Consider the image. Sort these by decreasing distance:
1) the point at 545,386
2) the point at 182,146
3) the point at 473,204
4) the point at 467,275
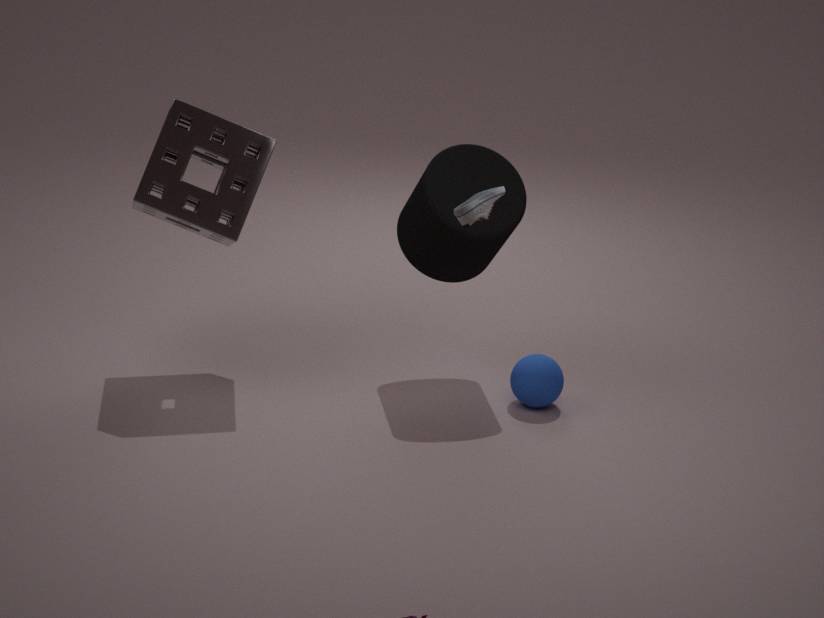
4. the point at 467,275 < 1. the point at 545,386 < 2. the point at 182,146 < 3. the point at 473,204
